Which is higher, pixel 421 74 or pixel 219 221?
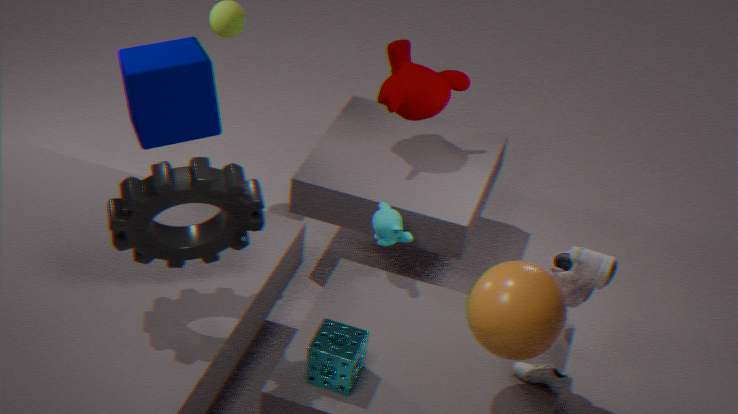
pixel 219 221
